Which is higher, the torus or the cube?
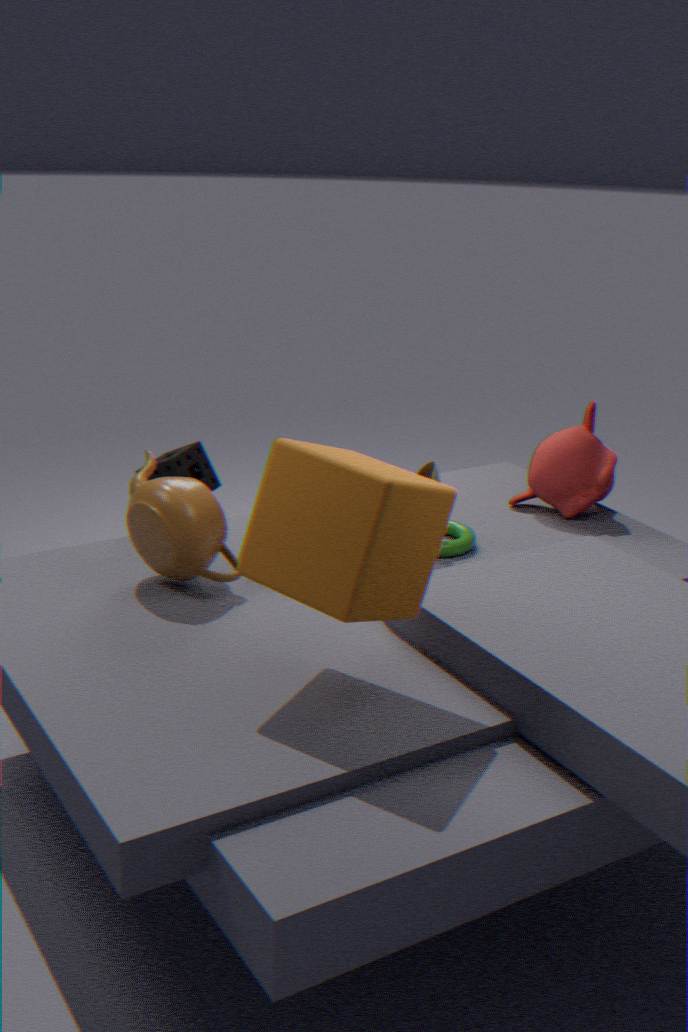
the cube
